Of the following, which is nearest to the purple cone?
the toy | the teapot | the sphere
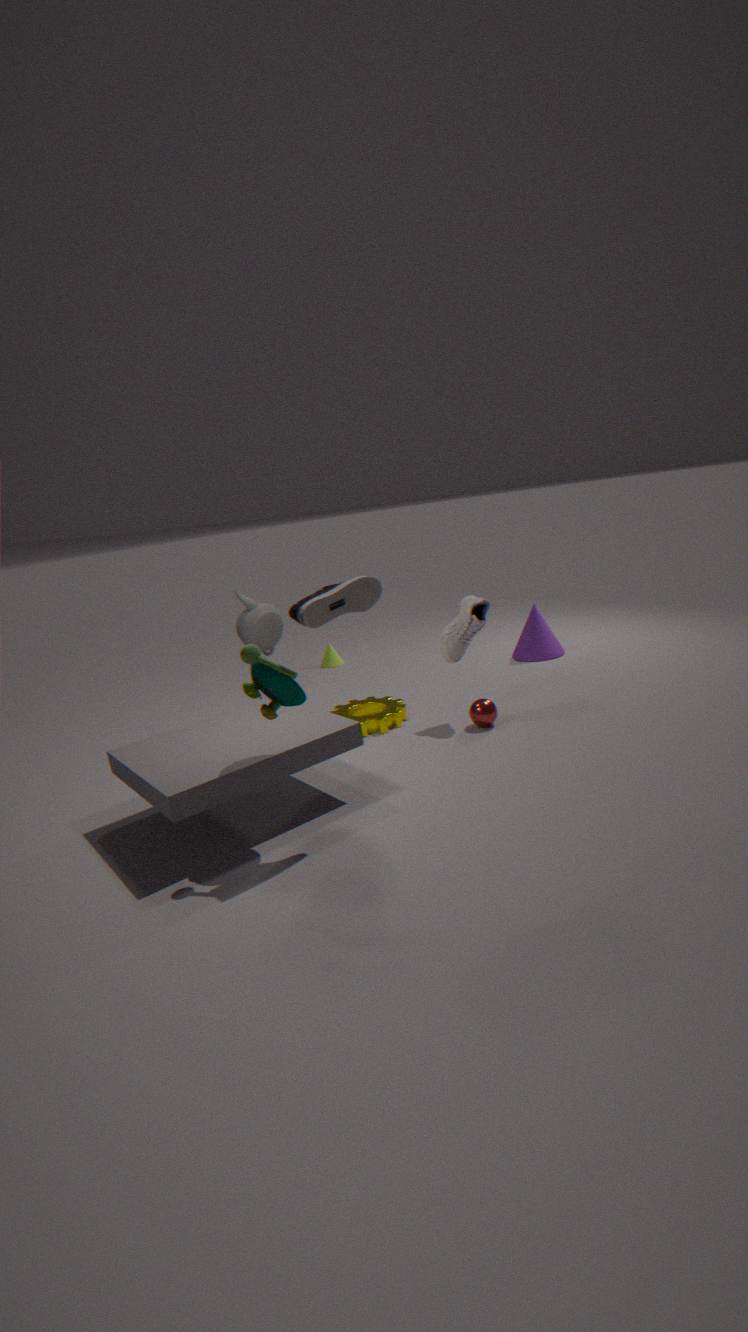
the sphere
